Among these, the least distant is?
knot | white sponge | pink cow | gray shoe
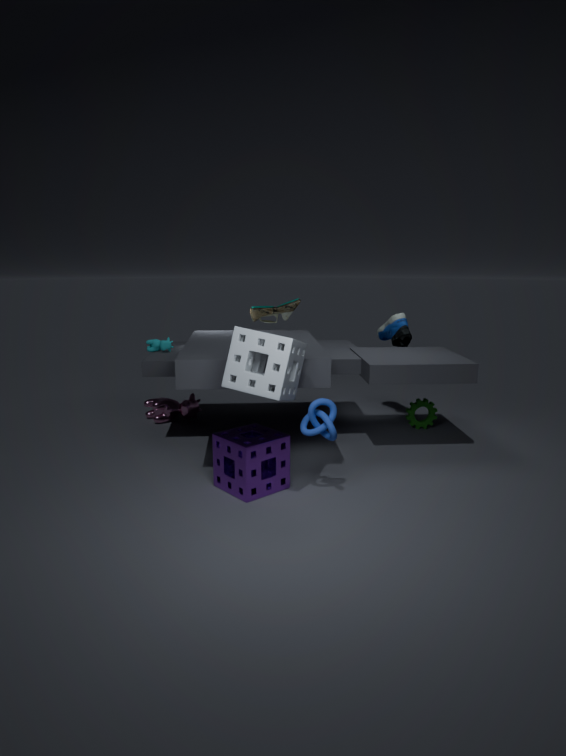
white sponge
